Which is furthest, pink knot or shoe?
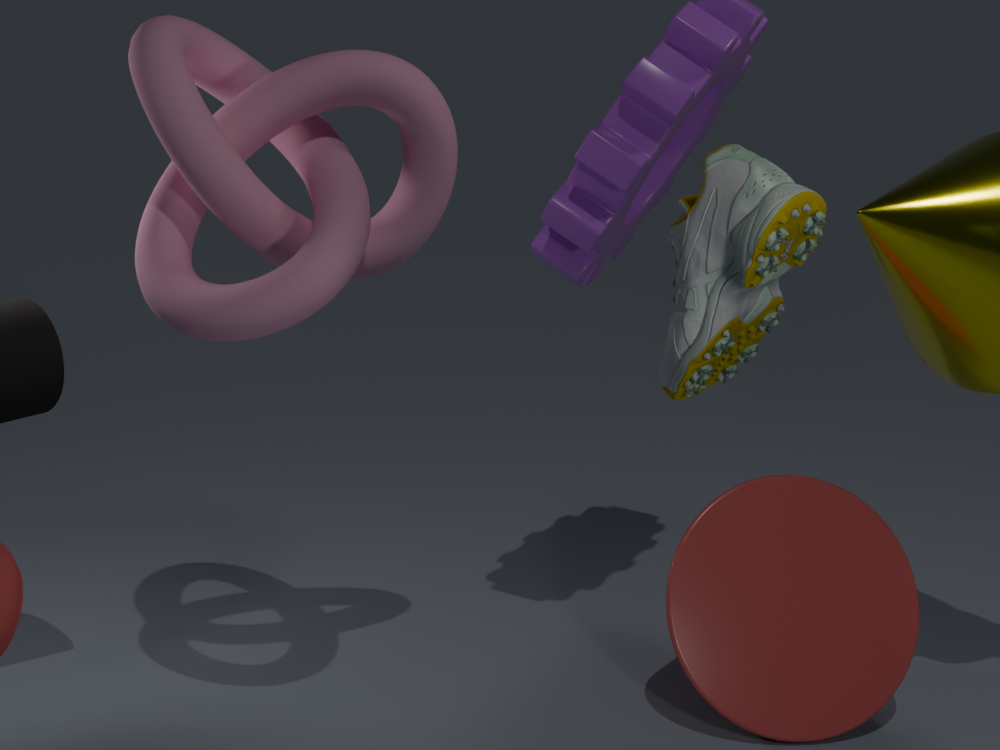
pink knot
